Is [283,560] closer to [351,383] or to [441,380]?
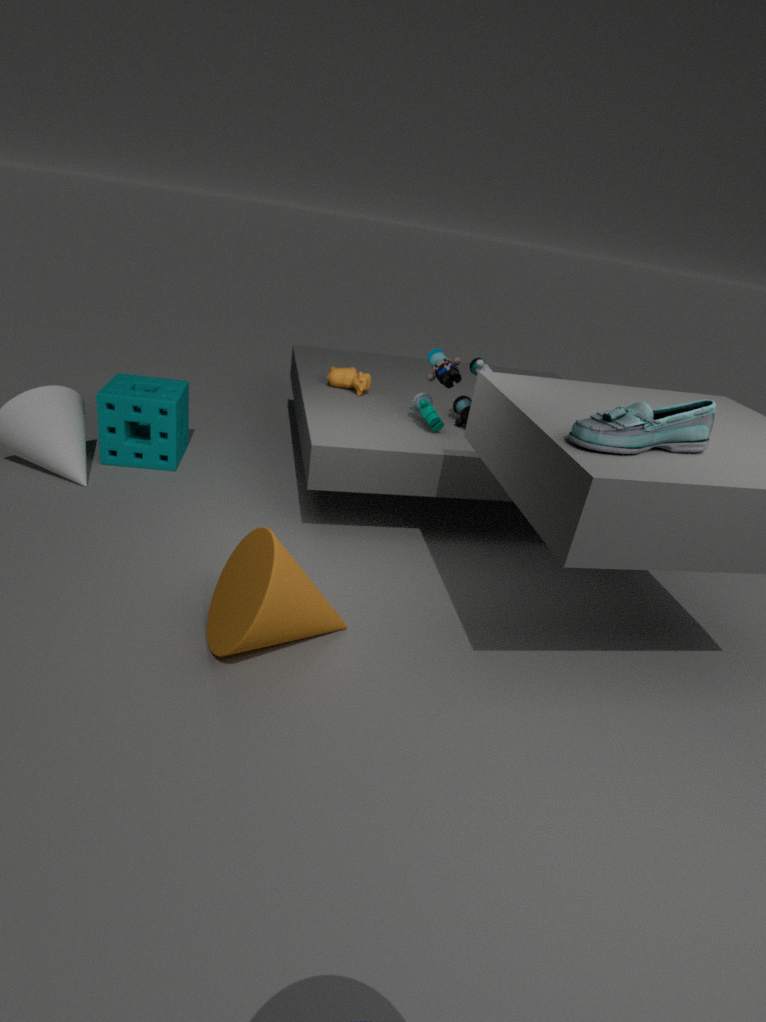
[441,380]
